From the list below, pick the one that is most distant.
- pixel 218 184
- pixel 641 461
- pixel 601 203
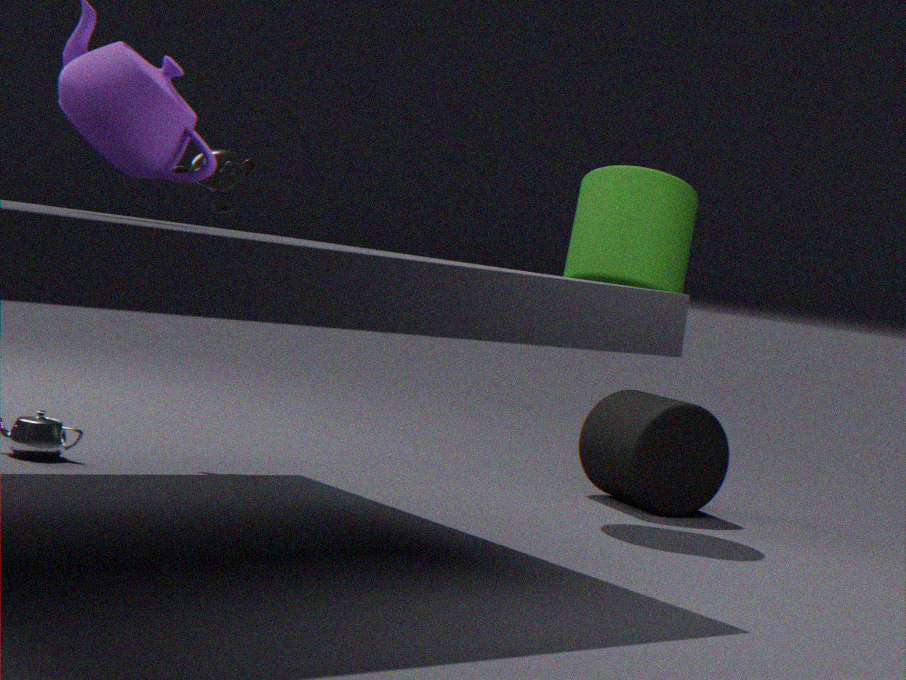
pixel 641 461
